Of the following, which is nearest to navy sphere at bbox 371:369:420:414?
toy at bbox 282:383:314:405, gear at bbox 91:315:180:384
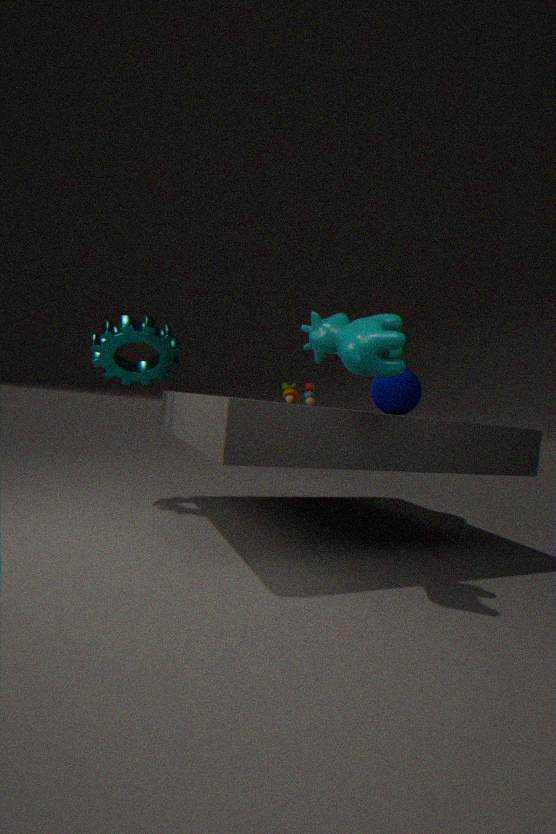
toy at bbox 282:383:314:405
